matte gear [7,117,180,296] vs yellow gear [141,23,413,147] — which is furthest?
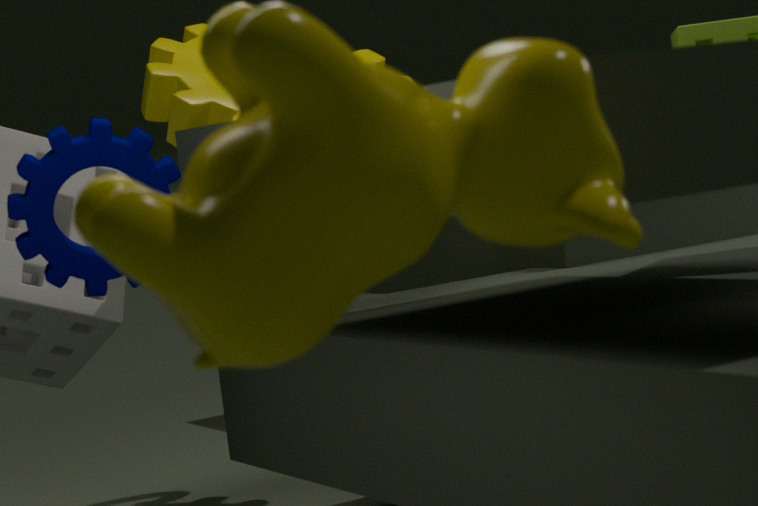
yellow gear [141,23,413,147]
